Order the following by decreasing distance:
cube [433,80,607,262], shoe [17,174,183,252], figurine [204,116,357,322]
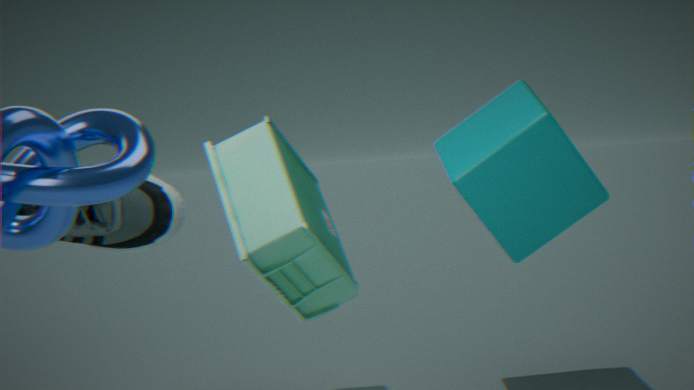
cube [433,80,607,262] < figurine [204,116,357,322] < shoe [17,174,183,252]
